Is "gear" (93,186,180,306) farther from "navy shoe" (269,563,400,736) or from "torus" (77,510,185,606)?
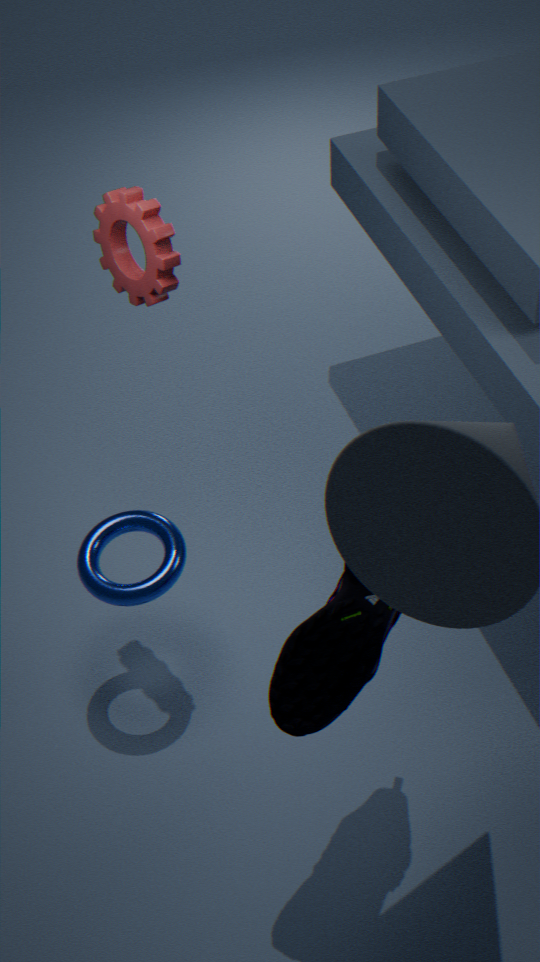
"navy shoe" (269,563,400,736)
